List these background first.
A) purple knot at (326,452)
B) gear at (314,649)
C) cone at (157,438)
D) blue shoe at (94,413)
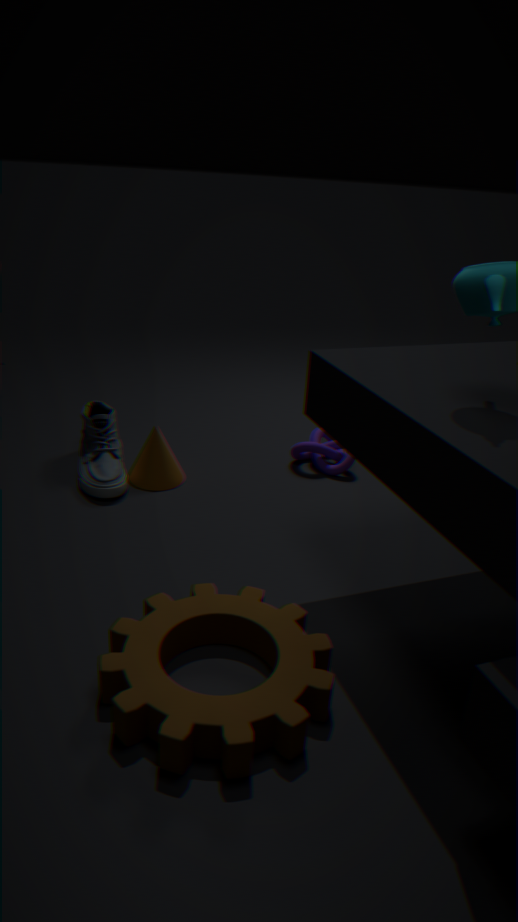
purple knot at (326,452) → cone at (157,438) → blue shoe at (94,413) → gear at (314,649)
